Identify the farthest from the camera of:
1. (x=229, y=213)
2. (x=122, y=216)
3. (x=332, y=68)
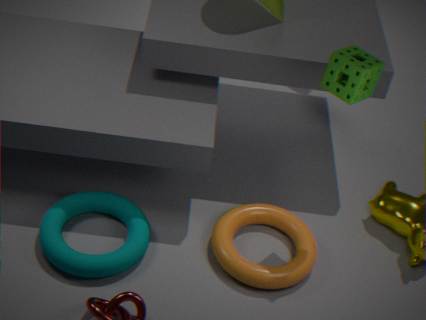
(x=229, y=213)
